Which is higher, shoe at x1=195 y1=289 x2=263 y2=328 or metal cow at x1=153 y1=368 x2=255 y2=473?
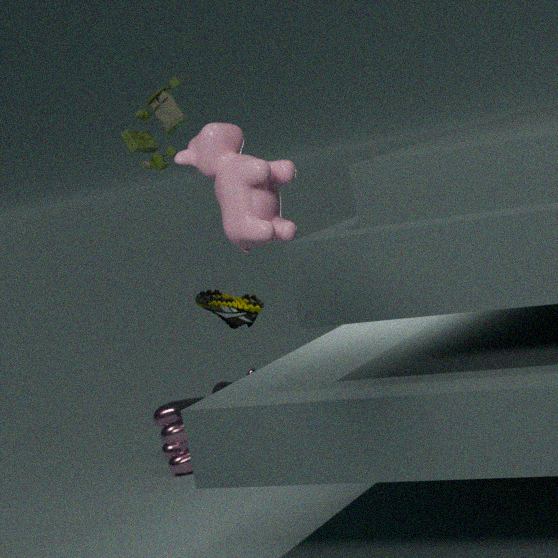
shoe at x1=195 y1=289 x2=263 y2=328
